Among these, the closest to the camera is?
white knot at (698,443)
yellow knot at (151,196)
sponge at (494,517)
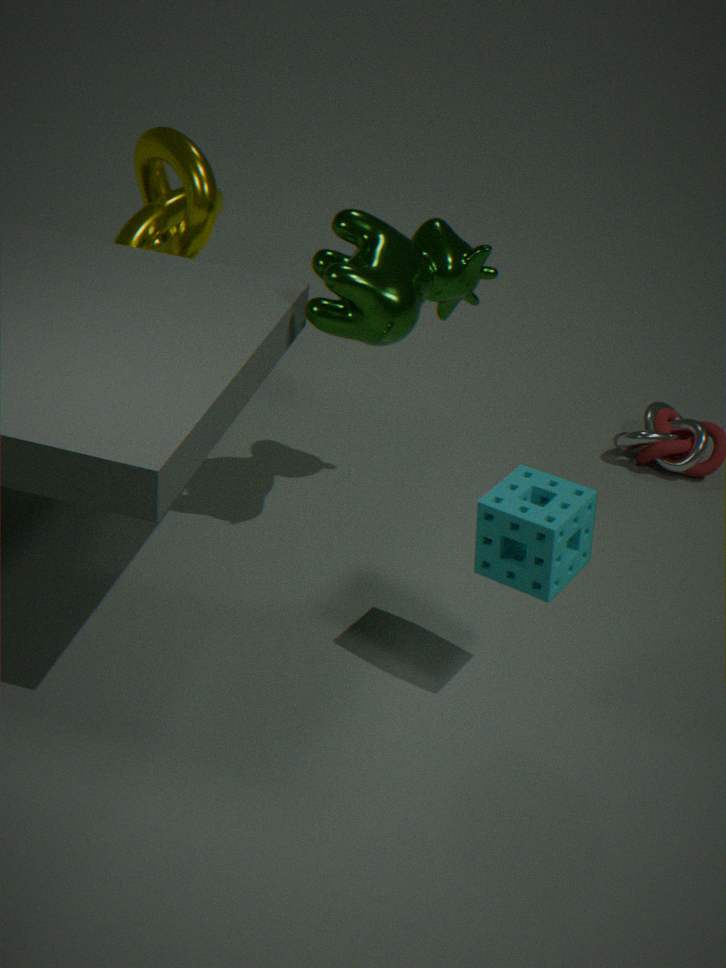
sponge at (494,517)
